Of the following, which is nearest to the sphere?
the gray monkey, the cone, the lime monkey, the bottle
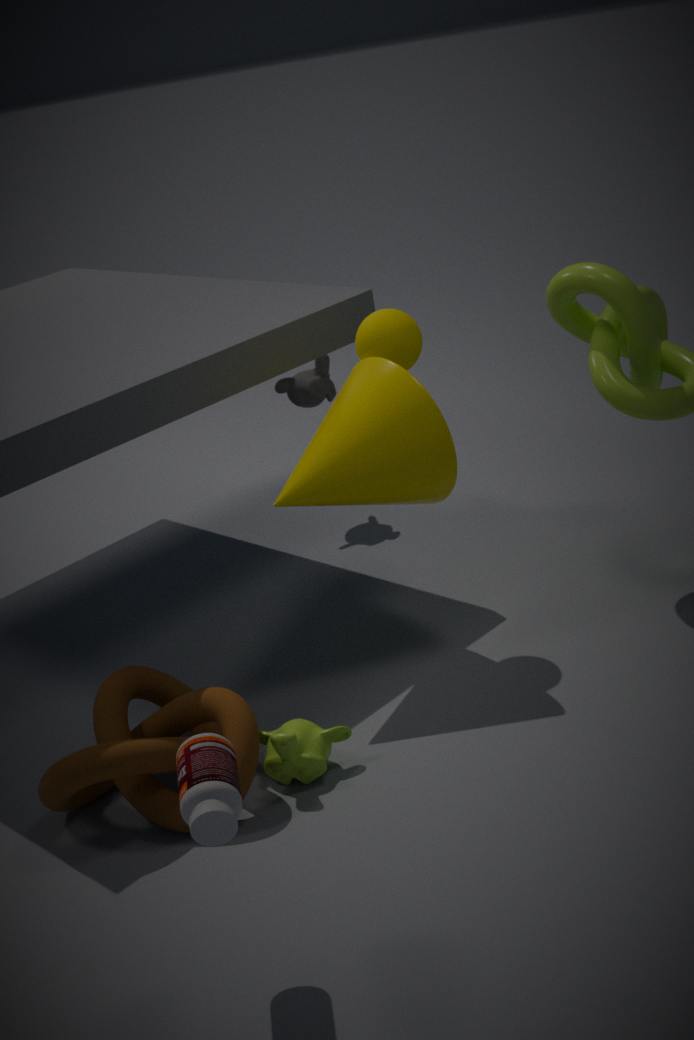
the cone
